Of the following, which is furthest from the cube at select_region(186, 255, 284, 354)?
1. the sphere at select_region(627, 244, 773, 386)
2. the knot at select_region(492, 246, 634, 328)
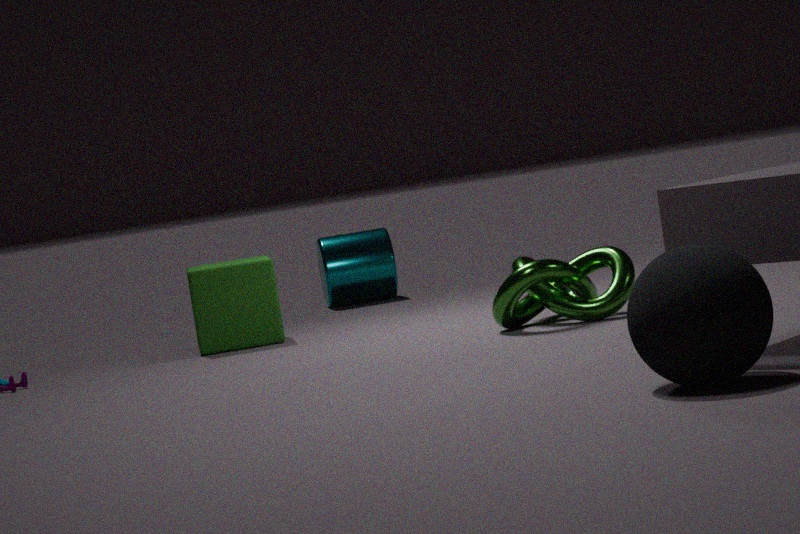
the sphere at select_region(627, 244, 773, 386)
